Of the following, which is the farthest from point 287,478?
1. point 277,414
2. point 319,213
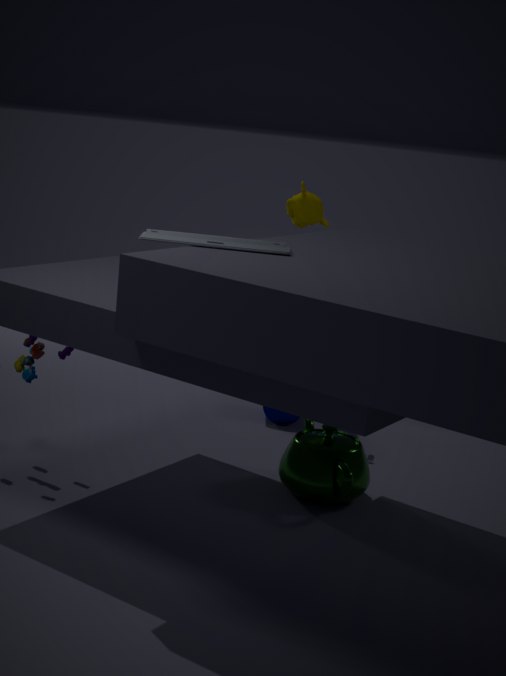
point 319,213
